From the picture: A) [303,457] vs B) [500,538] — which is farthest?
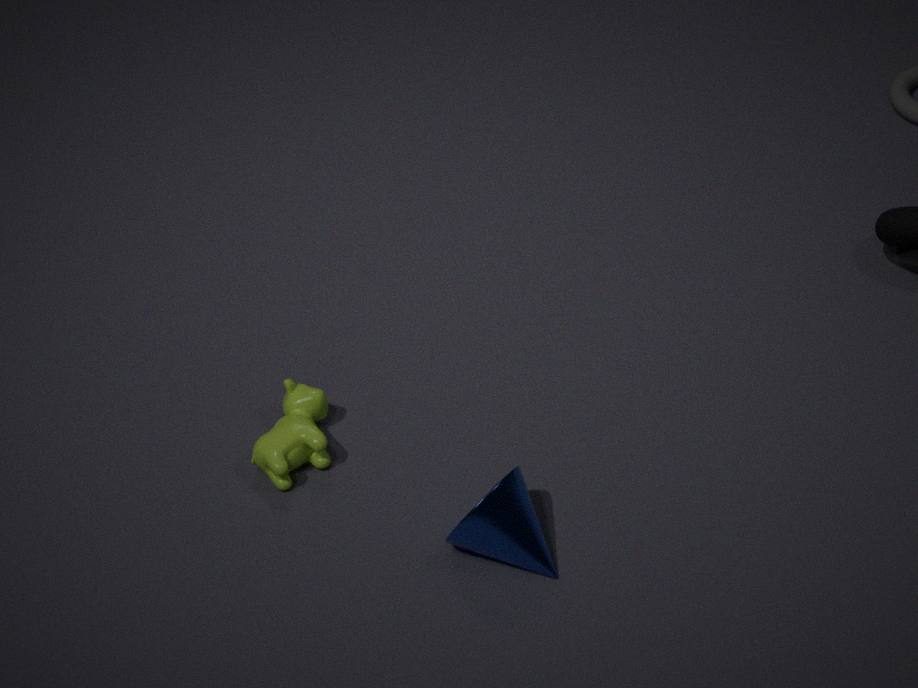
A. [303,457]
